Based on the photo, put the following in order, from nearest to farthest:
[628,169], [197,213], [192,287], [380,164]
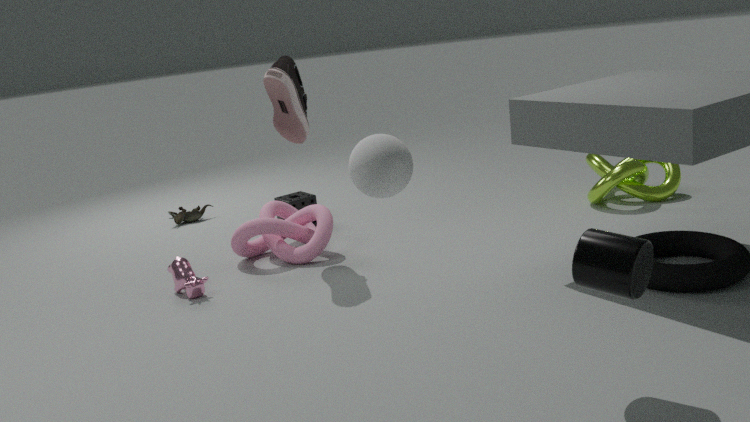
[380,164], [192,287], [628,169], [197,213]
